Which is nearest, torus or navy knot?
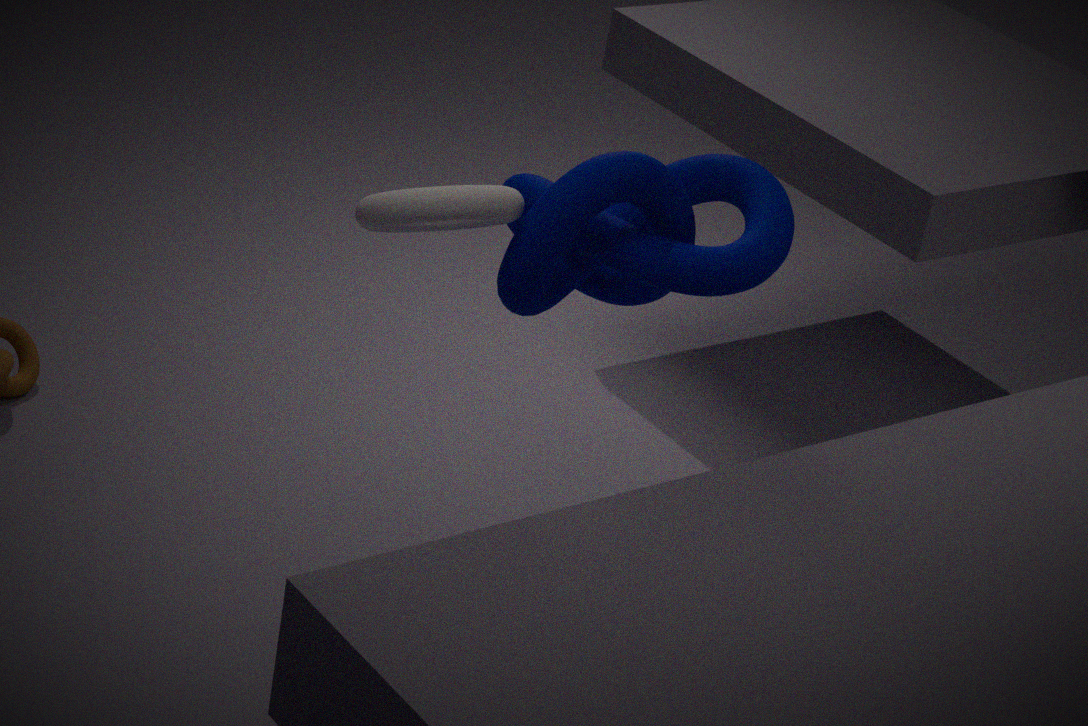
torus
